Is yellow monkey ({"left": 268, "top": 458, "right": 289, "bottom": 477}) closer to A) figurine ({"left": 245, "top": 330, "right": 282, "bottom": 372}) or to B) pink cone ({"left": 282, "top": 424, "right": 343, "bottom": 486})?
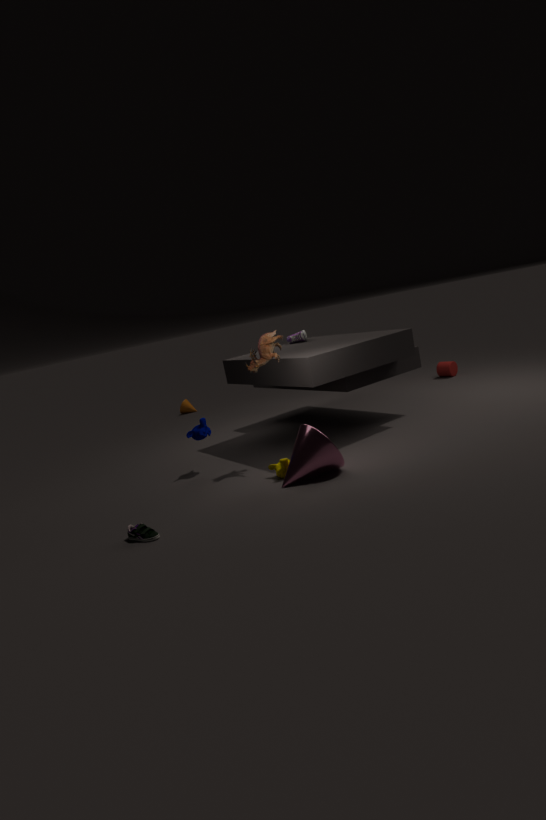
B) pink cone ({"left": 282, "top": 424, "right": 343, "bottom": 486})
